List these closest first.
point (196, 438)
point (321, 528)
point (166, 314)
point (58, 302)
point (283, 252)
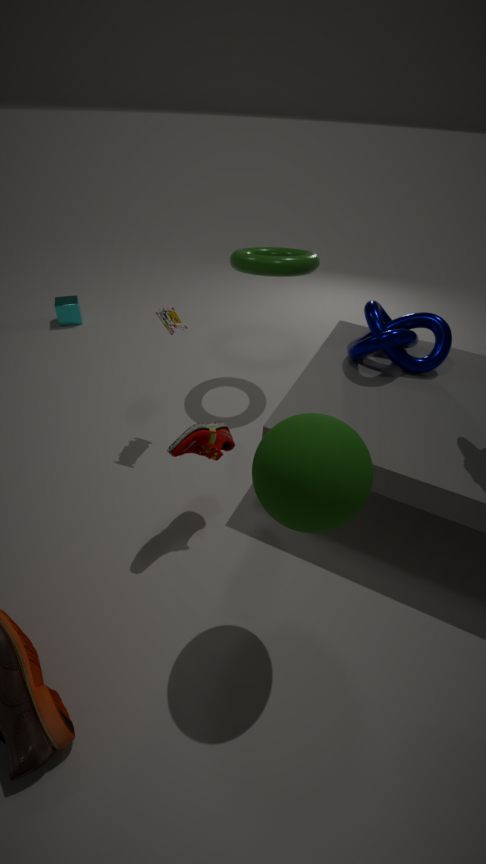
point (321, 528)
point (196, 438)
point (166, 314)
point (283, 252)
point (58, 302)
